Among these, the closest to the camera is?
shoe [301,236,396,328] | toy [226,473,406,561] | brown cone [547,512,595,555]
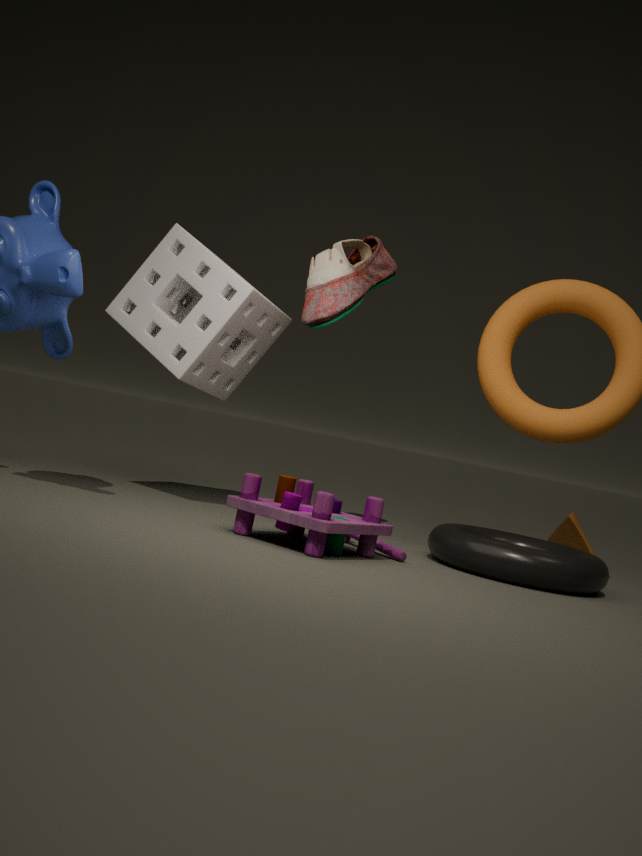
toy [226,473,406,561]
